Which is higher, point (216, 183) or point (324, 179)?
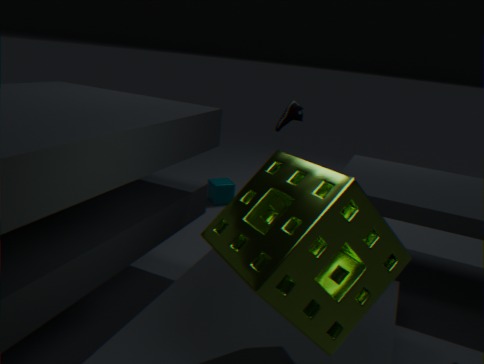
point (324, 179)
